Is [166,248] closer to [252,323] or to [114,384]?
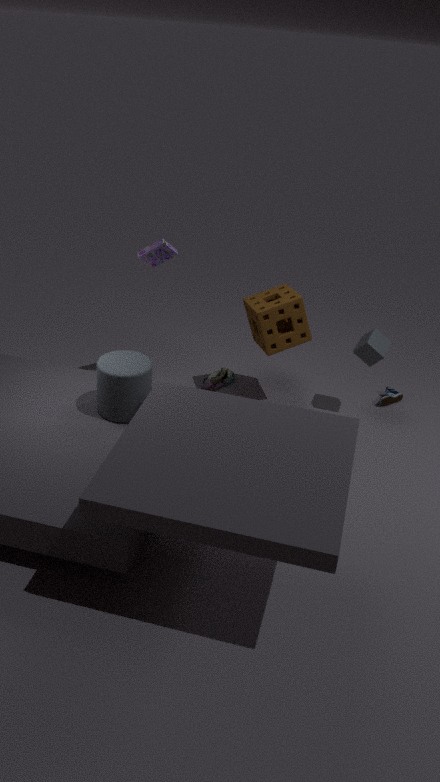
[252,323]
